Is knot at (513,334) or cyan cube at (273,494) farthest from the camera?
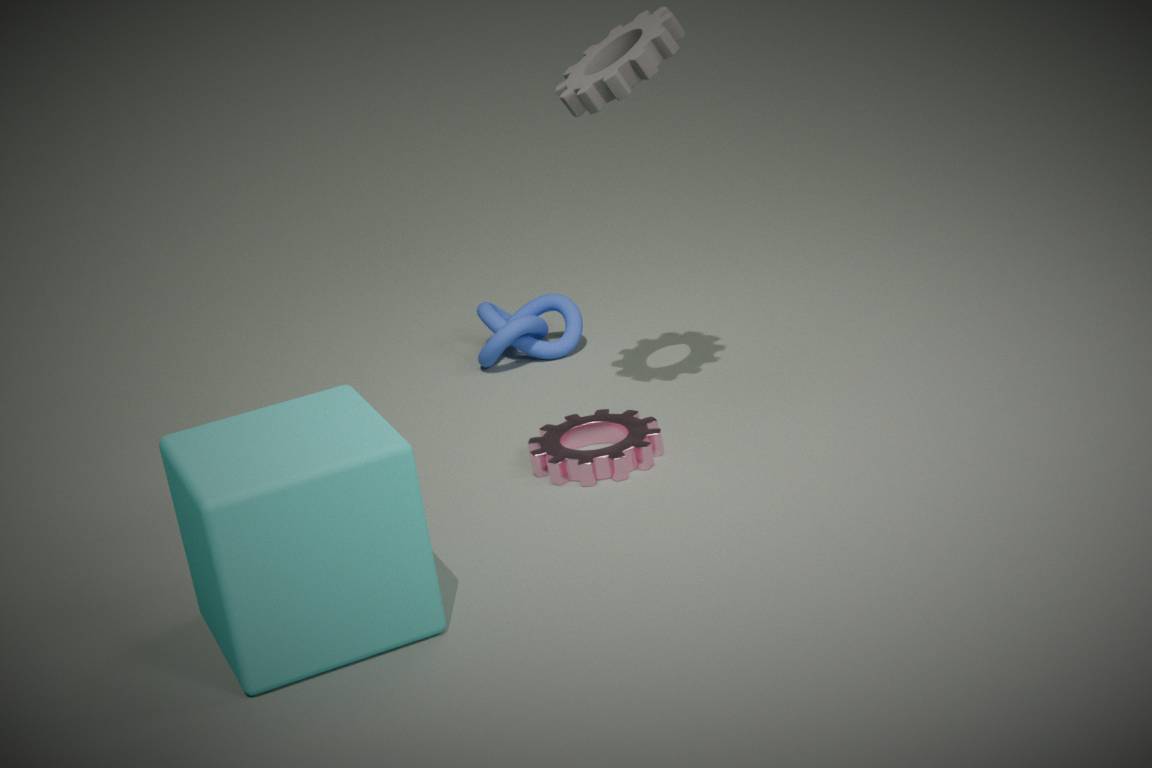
knot at (513,334)
